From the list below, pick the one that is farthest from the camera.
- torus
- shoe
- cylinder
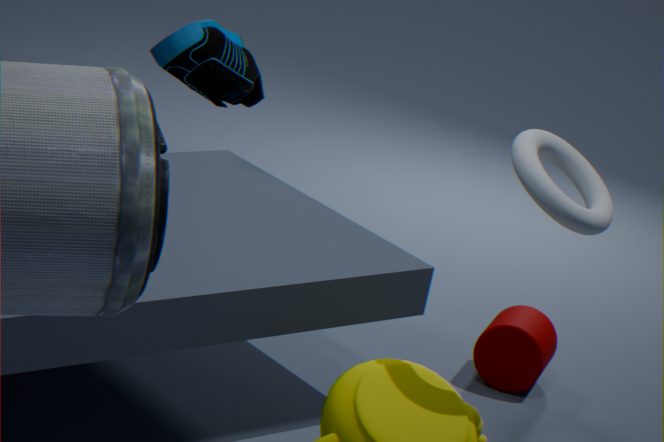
shoe
